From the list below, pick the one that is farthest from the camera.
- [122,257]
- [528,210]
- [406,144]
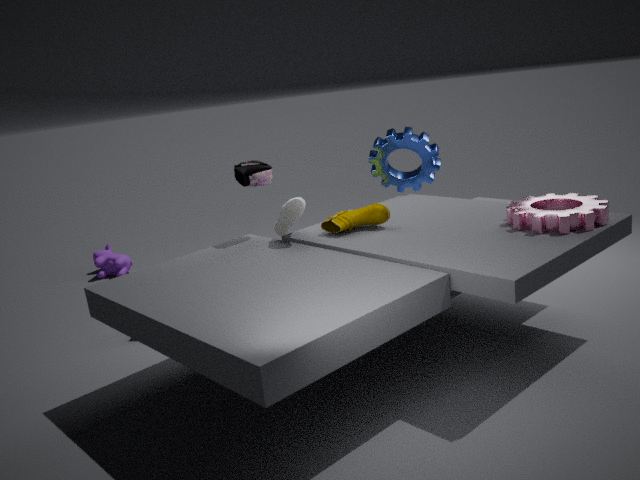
[122,257]
